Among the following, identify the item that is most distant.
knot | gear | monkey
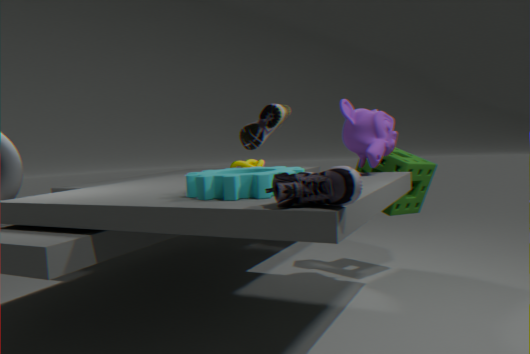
knot
